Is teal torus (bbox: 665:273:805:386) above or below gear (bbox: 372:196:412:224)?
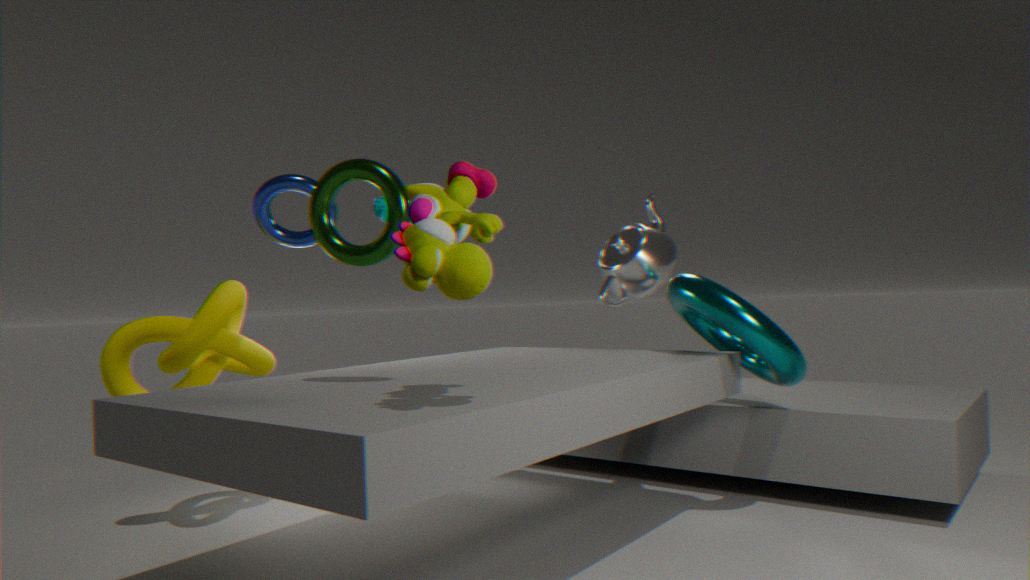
below
